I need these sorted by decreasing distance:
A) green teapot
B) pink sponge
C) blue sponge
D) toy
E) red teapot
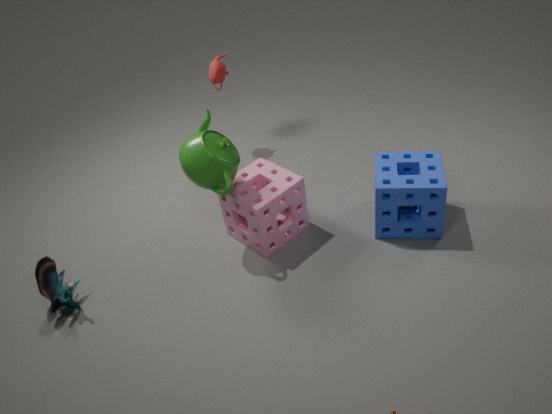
red teapot < pink sponge < toy < blue sponge < green teapot
